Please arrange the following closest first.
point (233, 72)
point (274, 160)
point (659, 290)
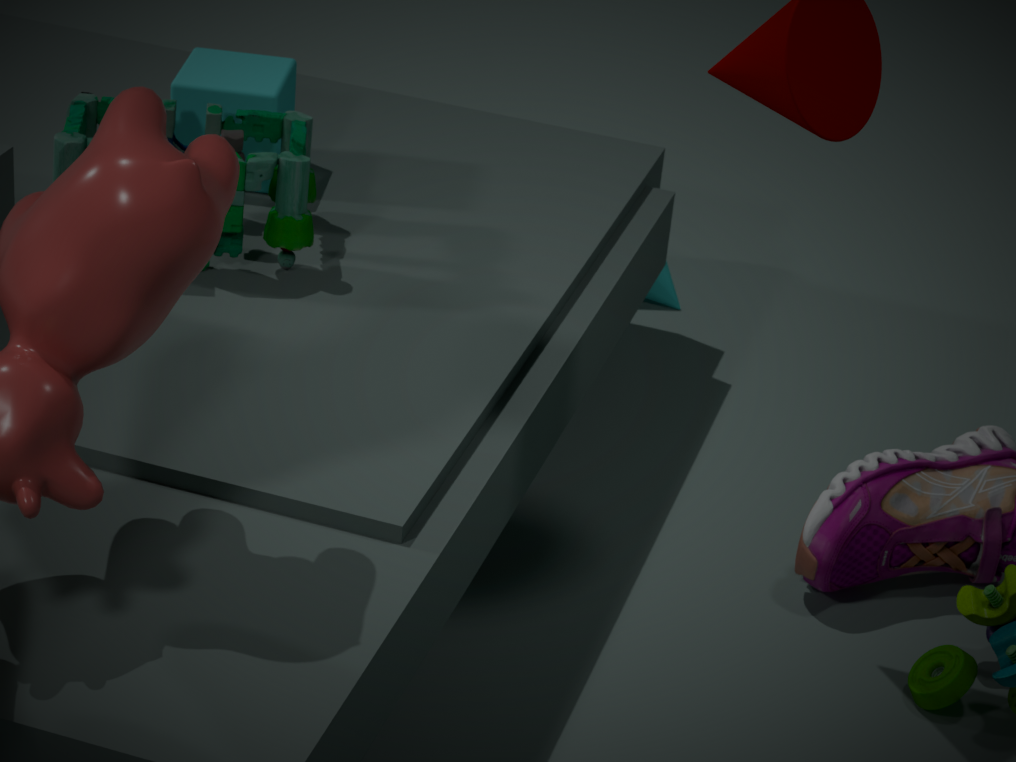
point (274, 160) < point (233, 72) < point (659, 290)
